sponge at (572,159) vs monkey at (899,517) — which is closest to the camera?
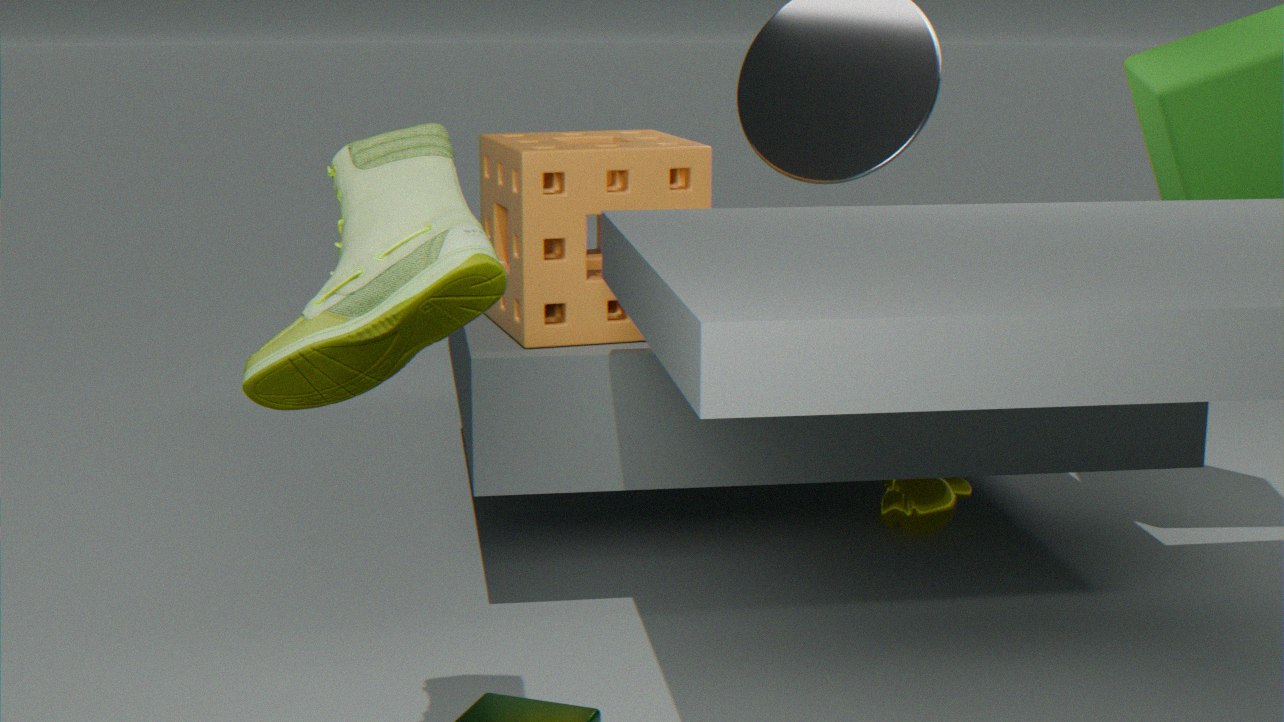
sponge at (572,159)
